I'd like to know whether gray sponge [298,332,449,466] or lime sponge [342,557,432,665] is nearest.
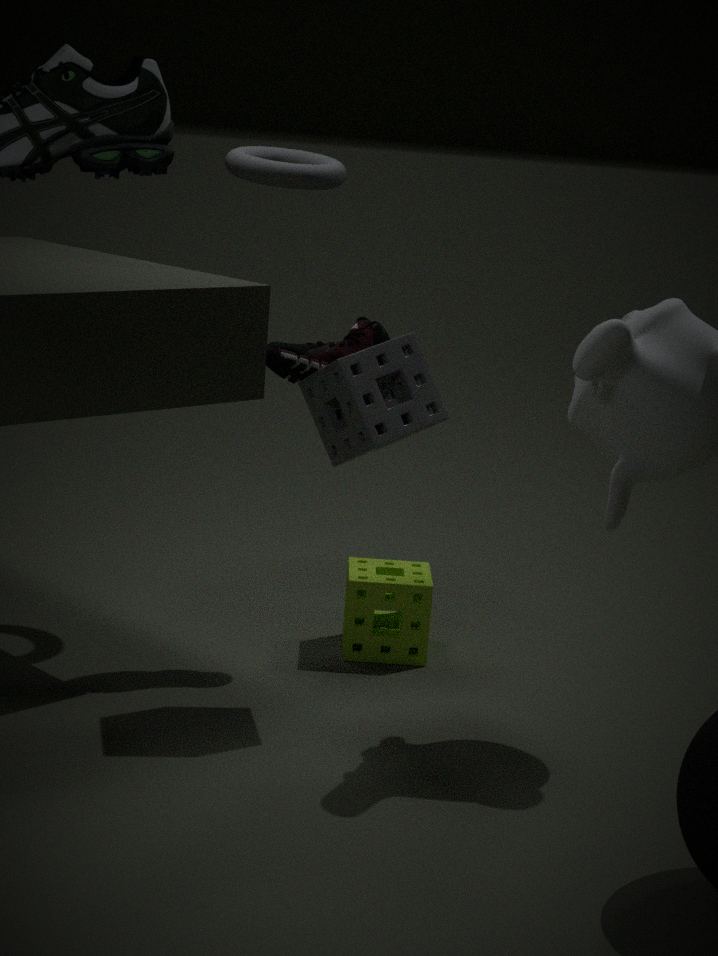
gray sponge [298,332,449,466]
